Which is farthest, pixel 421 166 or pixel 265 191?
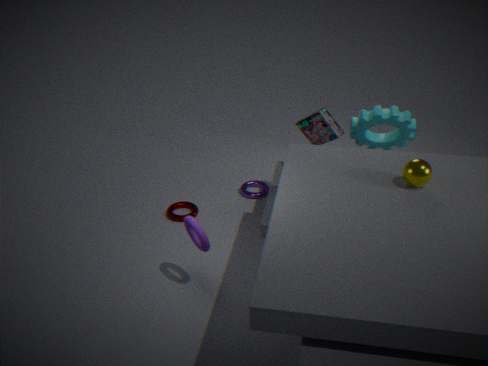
pixel 265 191
